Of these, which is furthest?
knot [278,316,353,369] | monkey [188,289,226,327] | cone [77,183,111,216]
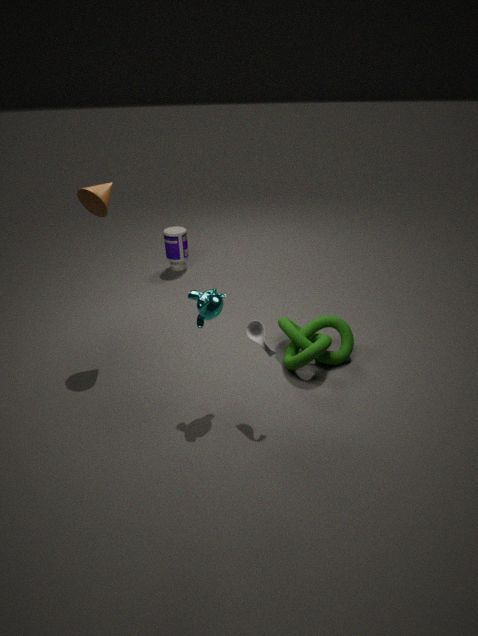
knot [278,316,353,369]
